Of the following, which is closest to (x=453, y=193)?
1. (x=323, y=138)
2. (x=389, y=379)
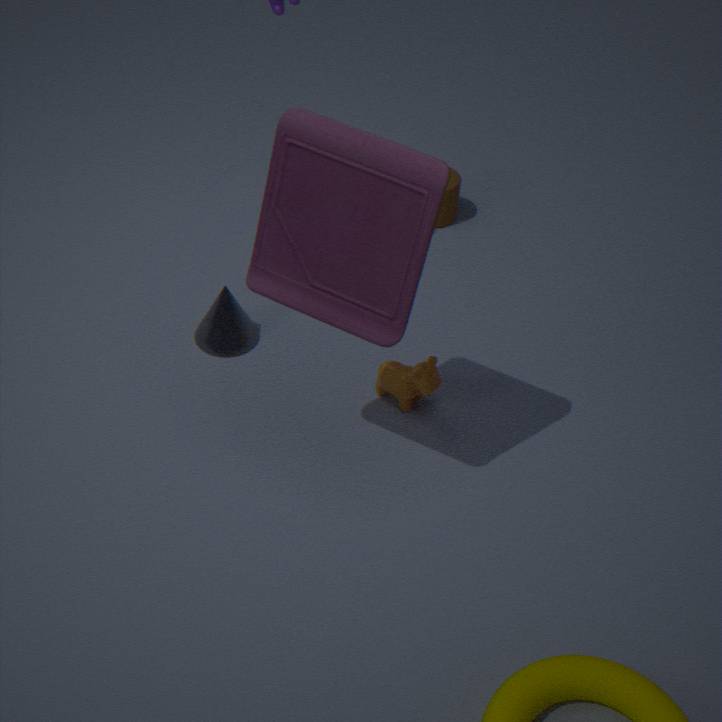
(x=389, y=379)
